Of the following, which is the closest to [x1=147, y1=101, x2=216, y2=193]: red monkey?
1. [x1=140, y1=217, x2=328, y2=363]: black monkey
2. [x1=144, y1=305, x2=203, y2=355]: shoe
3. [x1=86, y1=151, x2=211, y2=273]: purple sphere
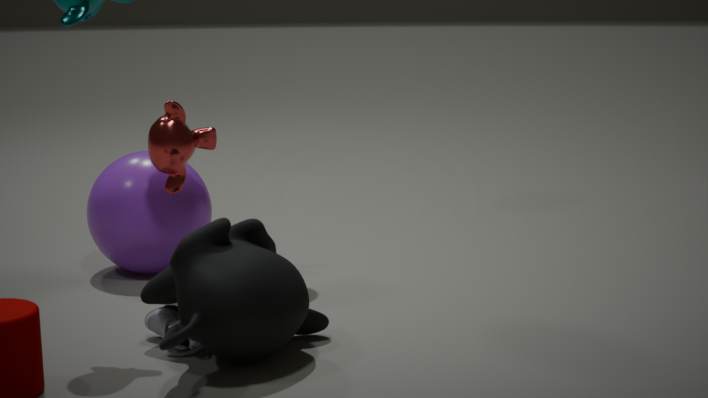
[x1=86, y1=151, x2=211, y2=273]: purple sphere
